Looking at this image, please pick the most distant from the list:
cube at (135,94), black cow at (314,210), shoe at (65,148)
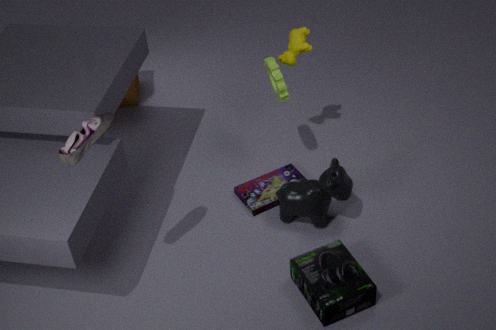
cube at (135,94)
